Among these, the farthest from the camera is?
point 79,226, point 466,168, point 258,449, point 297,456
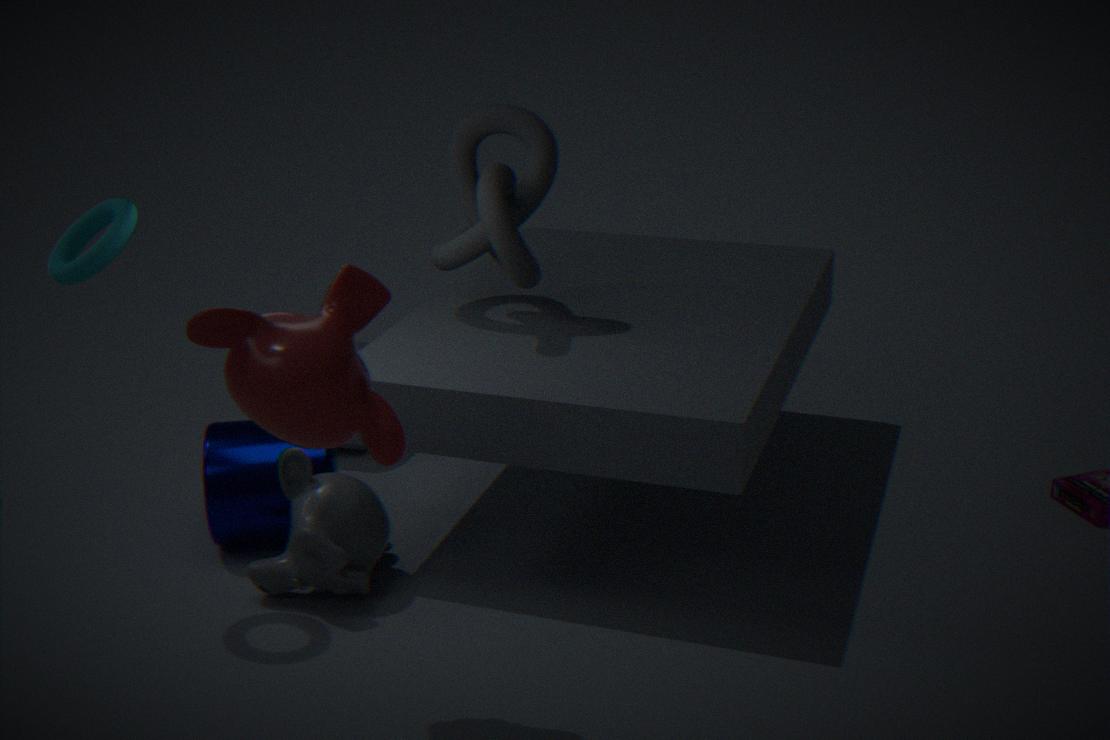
point 466,168
